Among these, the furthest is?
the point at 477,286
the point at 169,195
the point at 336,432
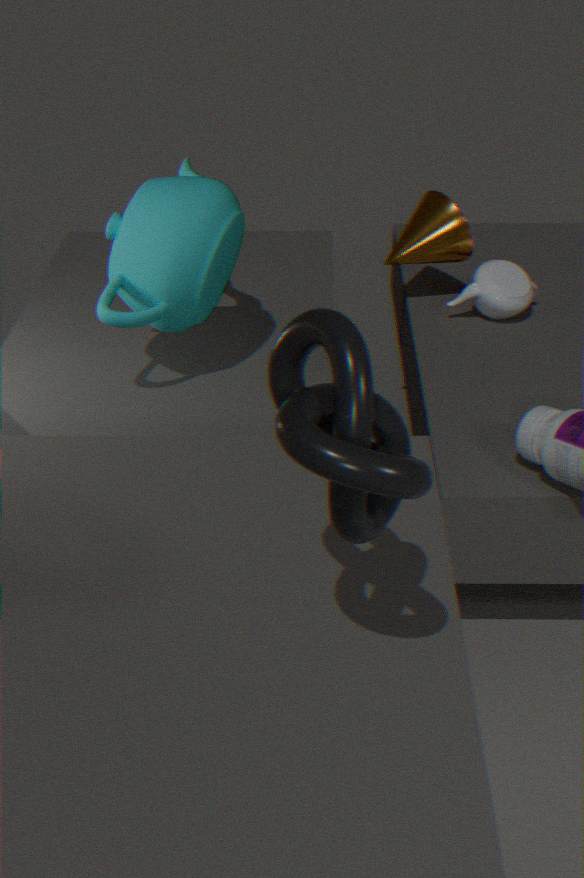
the point at 477,286
